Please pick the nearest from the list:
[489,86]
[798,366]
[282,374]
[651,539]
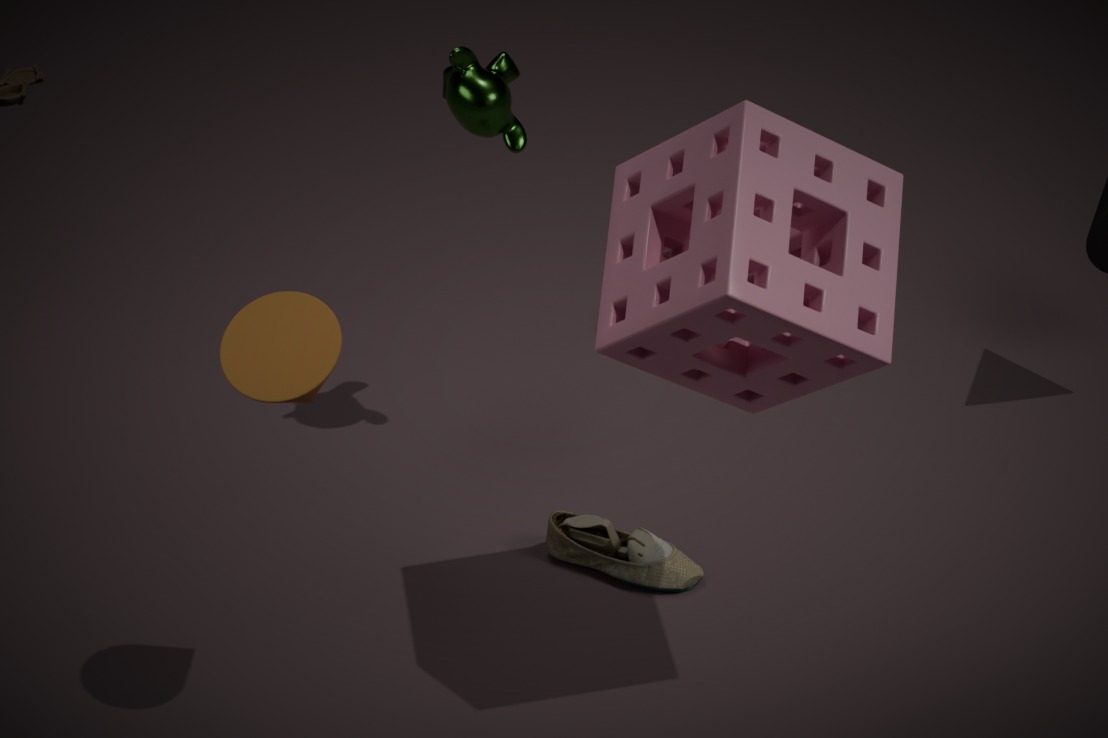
[798,366]
